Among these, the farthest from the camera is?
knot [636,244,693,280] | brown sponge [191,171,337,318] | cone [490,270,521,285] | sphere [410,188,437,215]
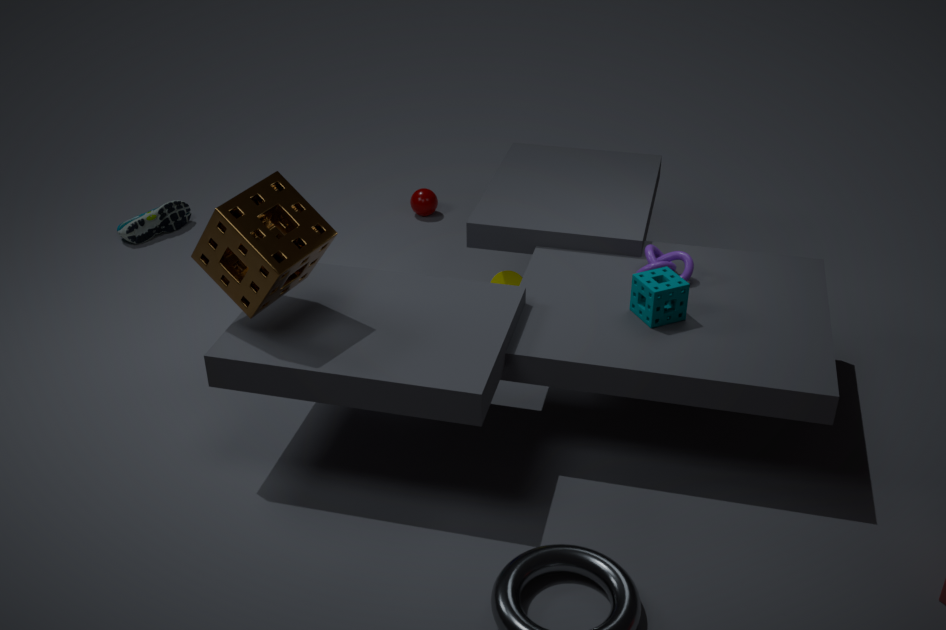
sphere [410,188,437,215]
